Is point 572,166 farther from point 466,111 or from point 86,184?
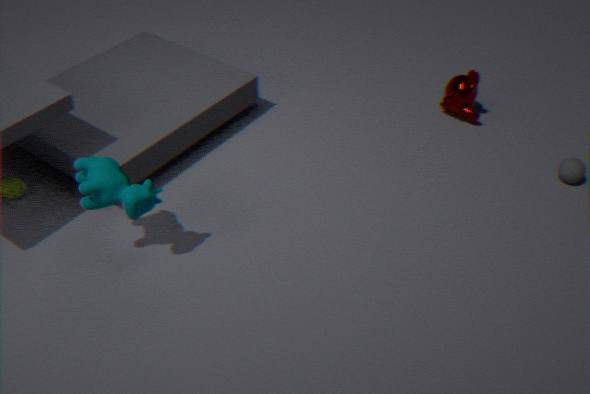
point 86,184
